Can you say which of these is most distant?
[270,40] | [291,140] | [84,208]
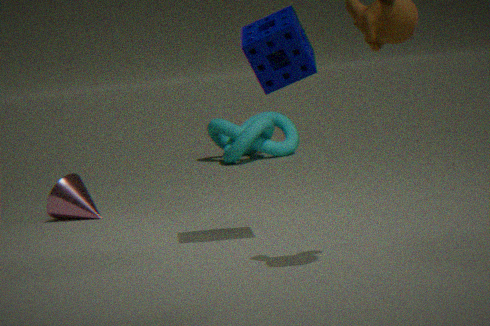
[291,140]
